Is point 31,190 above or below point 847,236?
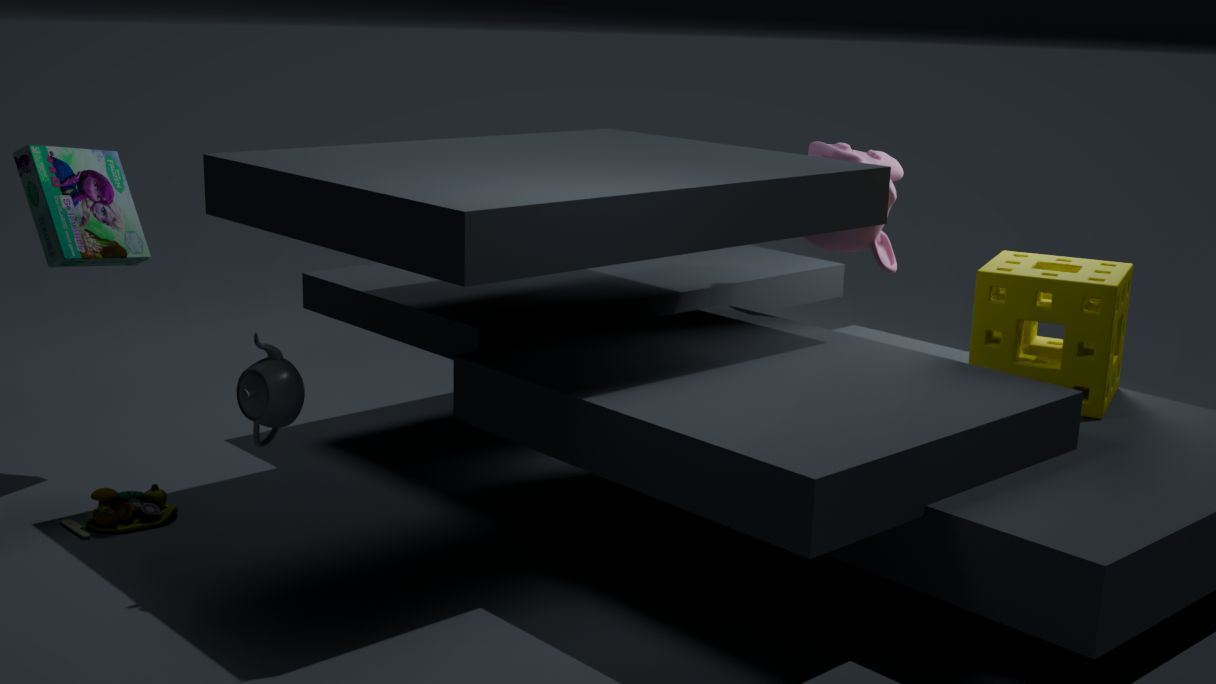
below
